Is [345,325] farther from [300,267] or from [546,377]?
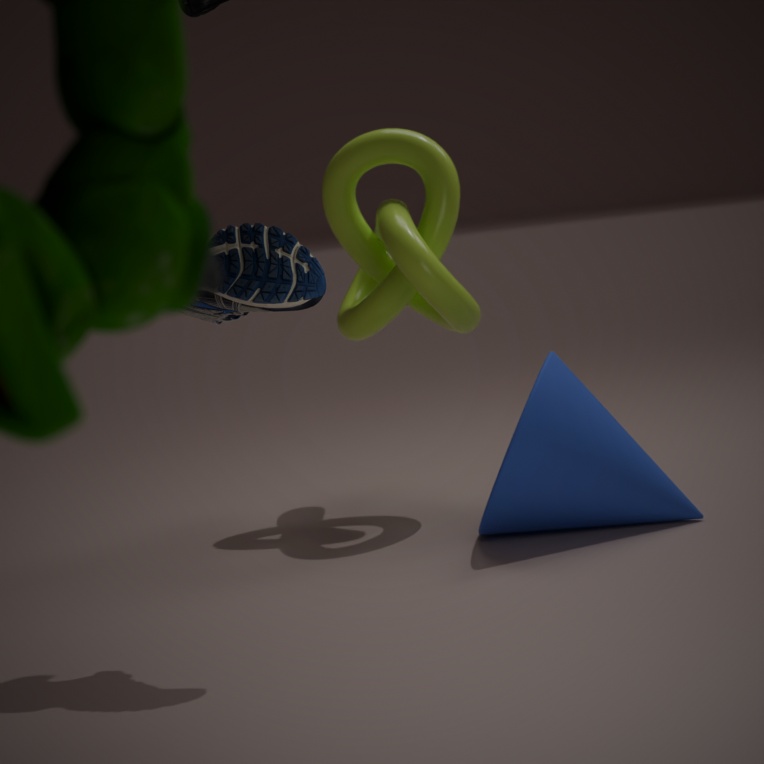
[300,267]
